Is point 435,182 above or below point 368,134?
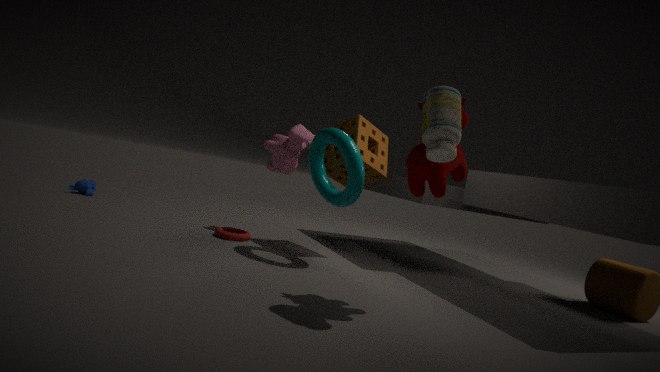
above
